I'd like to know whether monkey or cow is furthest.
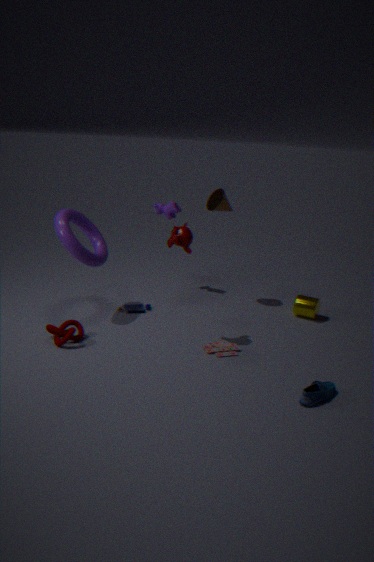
cow
